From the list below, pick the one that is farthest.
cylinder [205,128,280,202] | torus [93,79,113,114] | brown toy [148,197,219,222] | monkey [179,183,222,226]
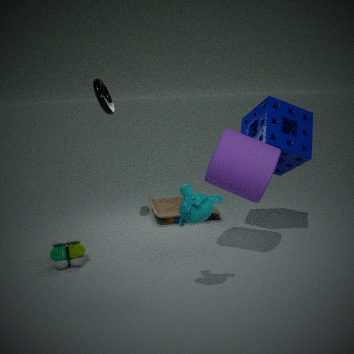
brown toy [148,197,219,222]
